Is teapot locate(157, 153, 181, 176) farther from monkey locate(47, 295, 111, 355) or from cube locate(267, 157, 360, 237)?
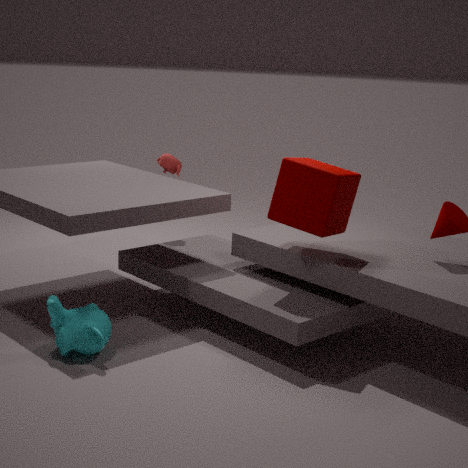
monkey locate(47, 295, 111, 355)
